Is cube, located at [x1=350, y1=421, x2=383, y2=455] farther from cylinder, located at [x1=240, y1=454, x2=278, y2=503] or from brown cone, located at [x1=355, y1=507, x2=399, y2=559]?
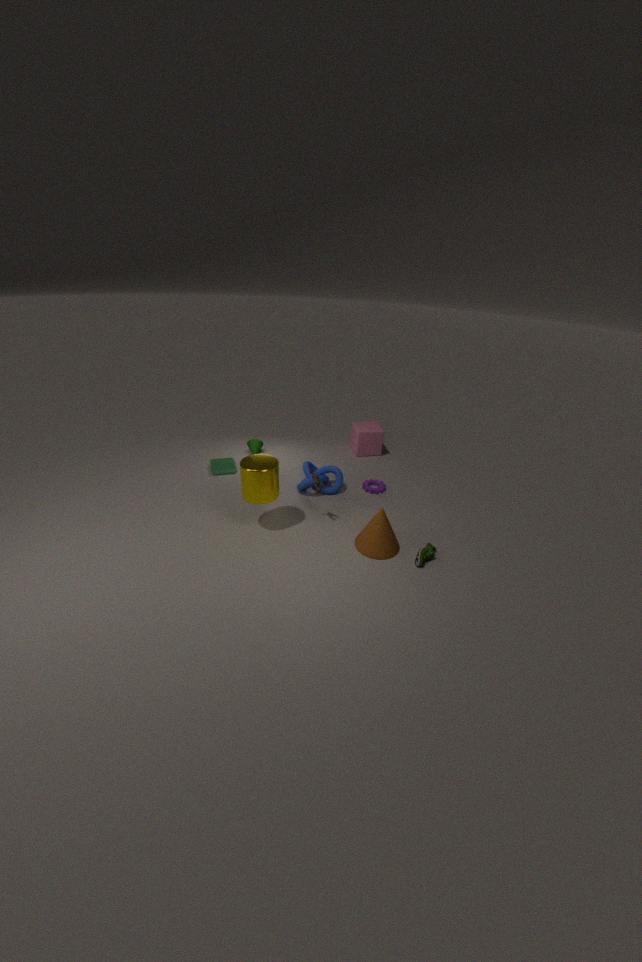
cylinder, located at [x1=240, y1=454, x2=278, y2=503]
